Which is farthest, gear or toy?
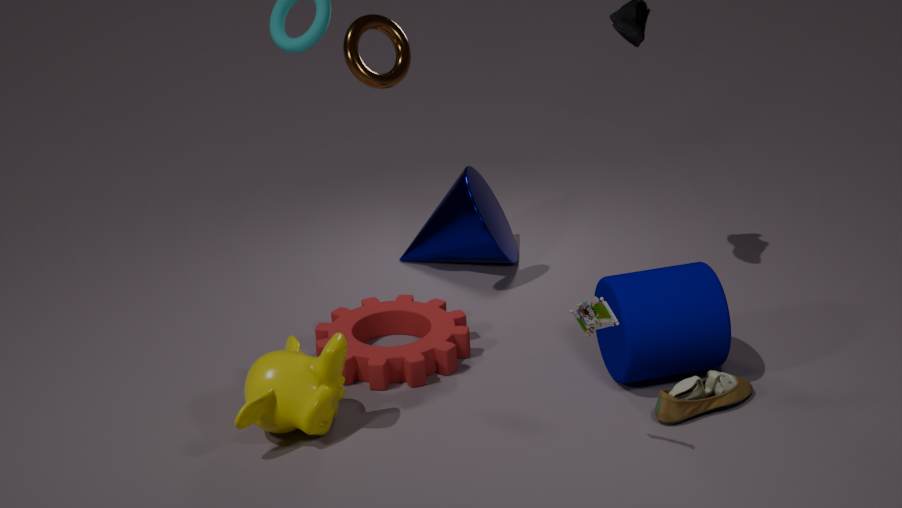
gear
